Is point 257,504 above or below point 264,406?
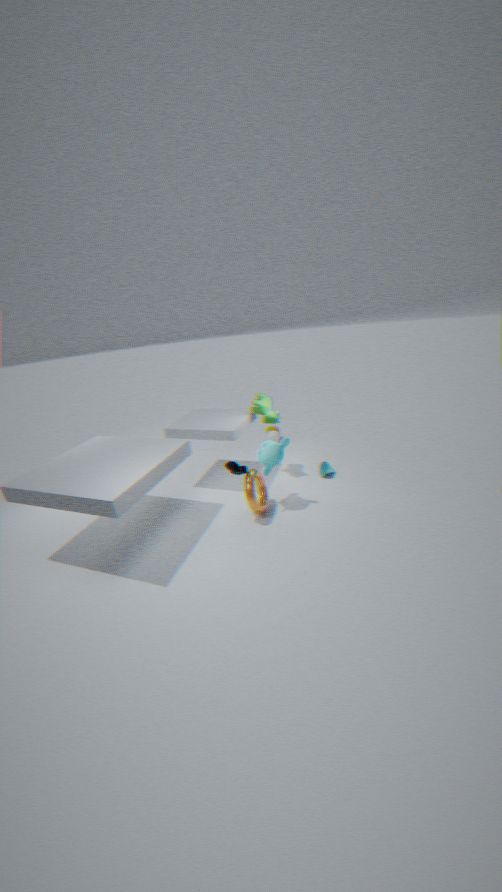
below
